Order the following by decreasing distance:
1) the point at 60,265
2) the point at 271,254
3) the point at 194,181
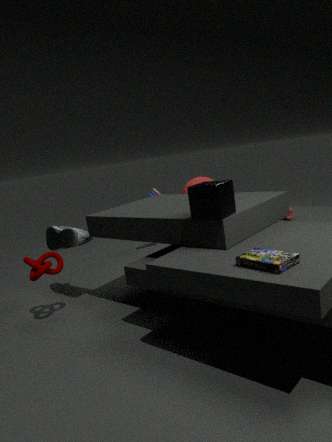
3. the point at 194,181 → 1. the point at 60,265 → 2. the point at 271,254
